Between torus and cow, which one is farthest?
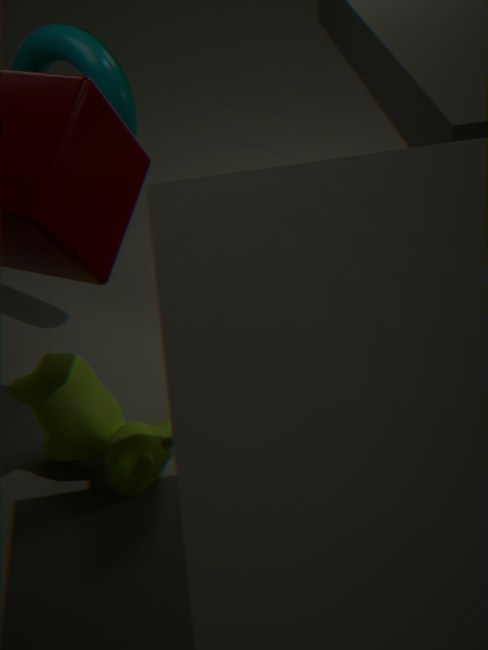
torus
